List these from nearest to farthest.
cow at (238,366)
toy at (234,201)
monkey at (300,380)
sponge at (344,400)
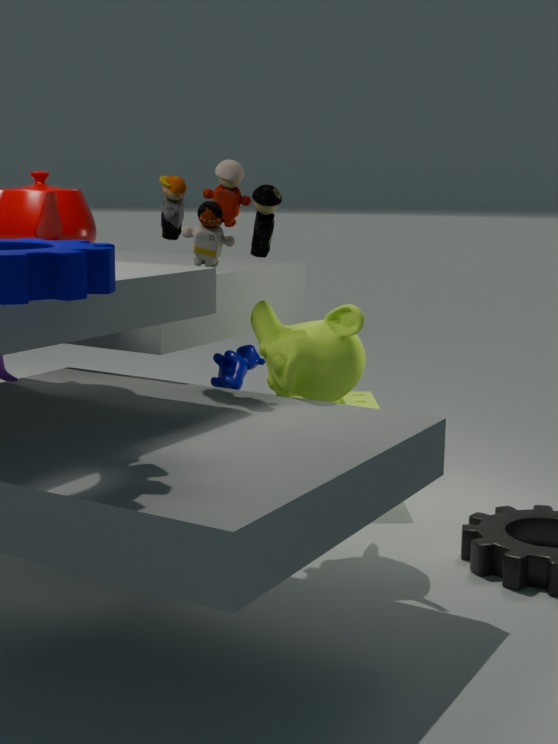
toy at (234,201)
monkey at (300,380)
sponge at (344,400)
cow at (238,366)
